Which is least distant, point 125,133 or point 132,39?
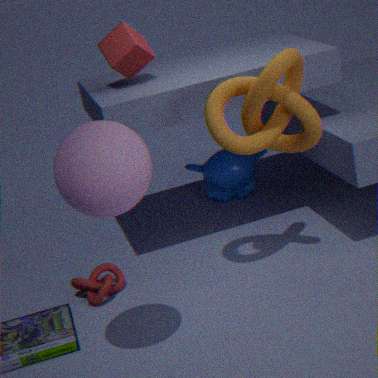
point 125,133
